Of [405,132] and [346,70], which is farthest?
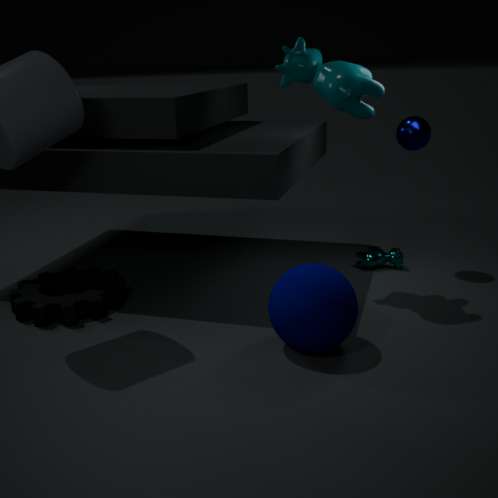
[405,132]
